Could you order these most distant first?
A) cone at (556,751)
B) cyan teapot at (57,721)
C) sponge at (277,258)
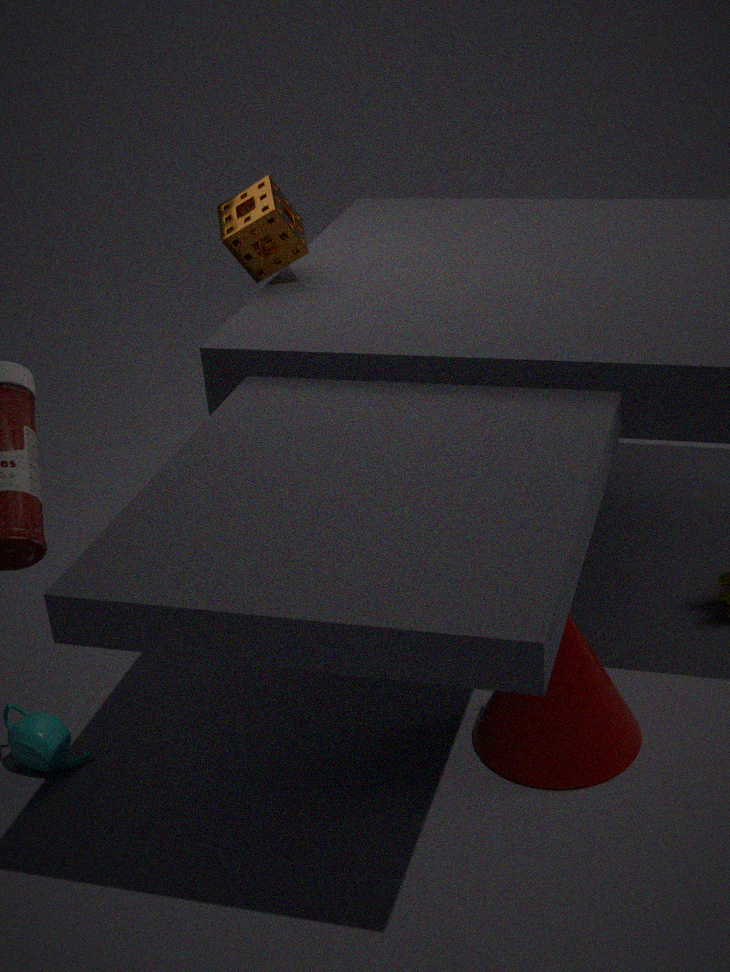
sponge at (277,258) → cyan teapot at (57,721) → cone at (556,751)
